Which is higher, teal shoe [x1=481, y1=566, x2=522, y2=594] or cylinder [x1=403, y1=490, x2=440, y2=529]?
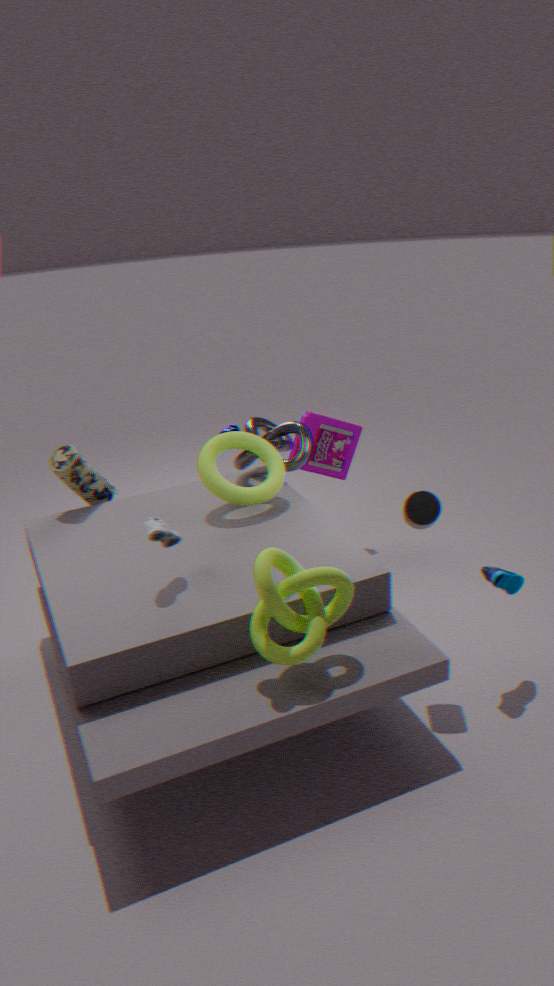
cylinder [x1=403, y1=490, x2=440, y2=529]
